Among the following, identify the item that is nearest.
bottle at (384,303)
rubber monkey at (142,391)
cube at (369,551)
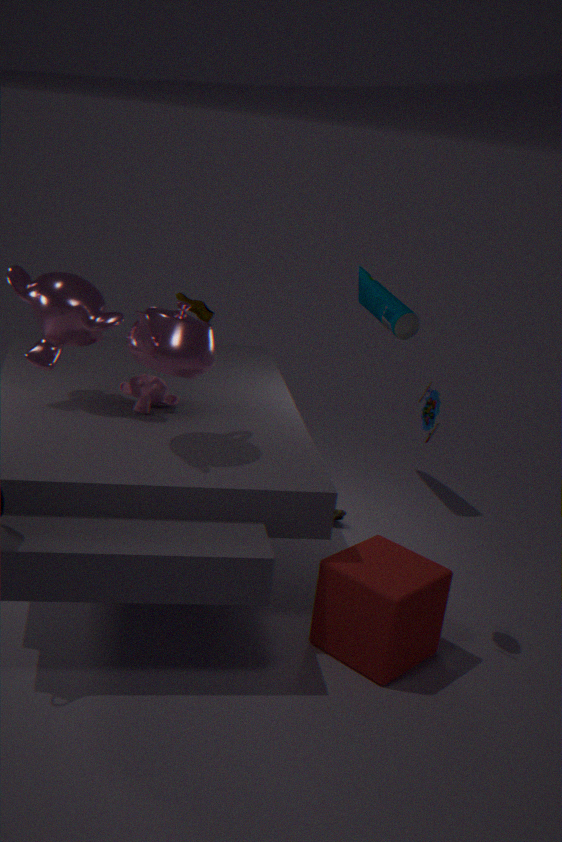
cube at (369,551)
